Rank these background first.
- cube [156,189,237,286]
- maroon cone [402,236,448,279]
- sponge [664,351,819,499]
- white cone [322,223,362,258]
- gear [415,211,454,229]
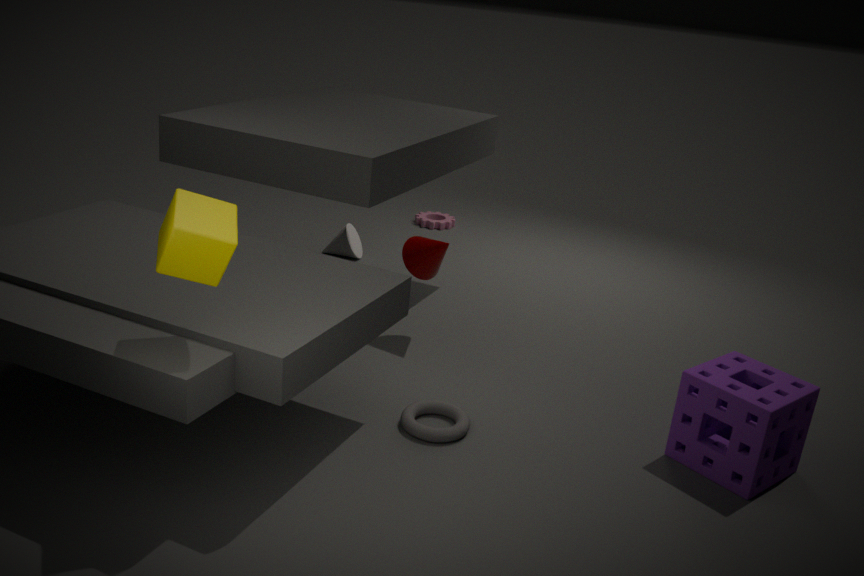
gear [415,211,454,229] < white cone [322,223,362,258] < maroon cone [402,236,448,279] < sponge [664,351,819,499] < cube [156,189,237,286]
